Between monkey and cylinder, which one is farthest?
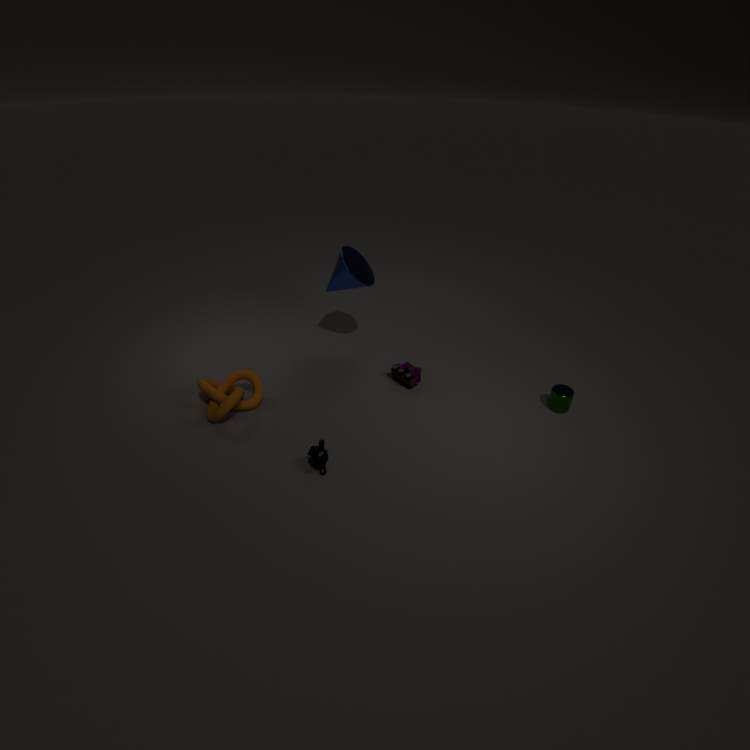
cylinder
